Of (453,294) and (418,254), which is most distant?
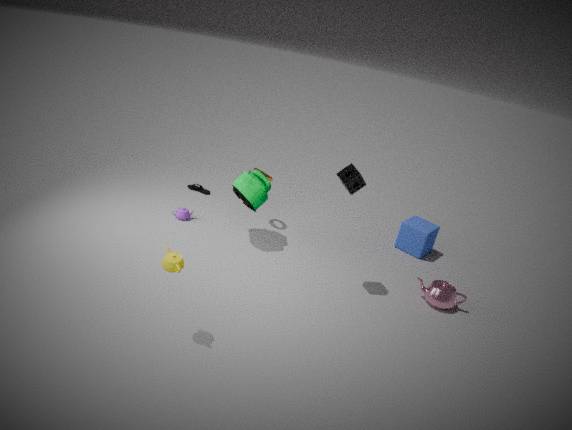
(418,254)
